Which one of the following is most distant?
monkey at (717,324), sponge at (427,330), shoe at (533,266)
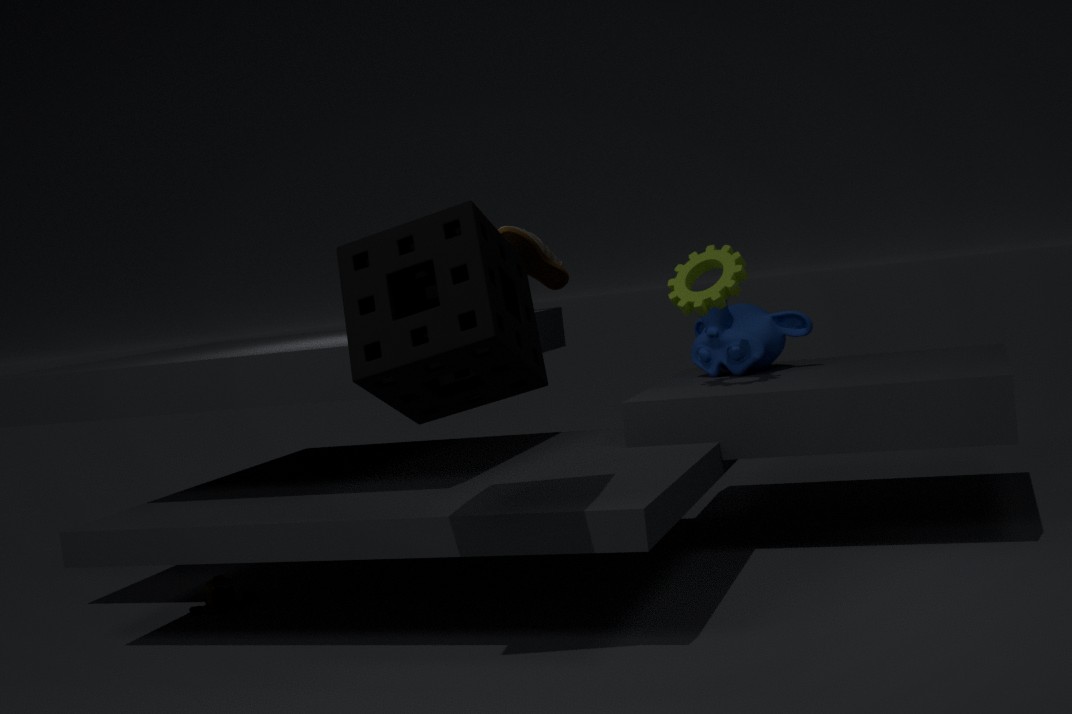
shoe at (533,266)
